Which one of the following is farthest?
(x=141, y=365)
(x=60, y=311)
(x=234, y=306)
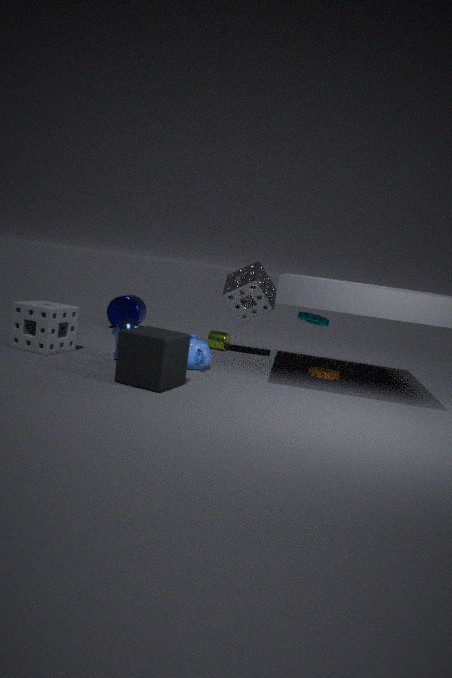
(x=234, y=306)
